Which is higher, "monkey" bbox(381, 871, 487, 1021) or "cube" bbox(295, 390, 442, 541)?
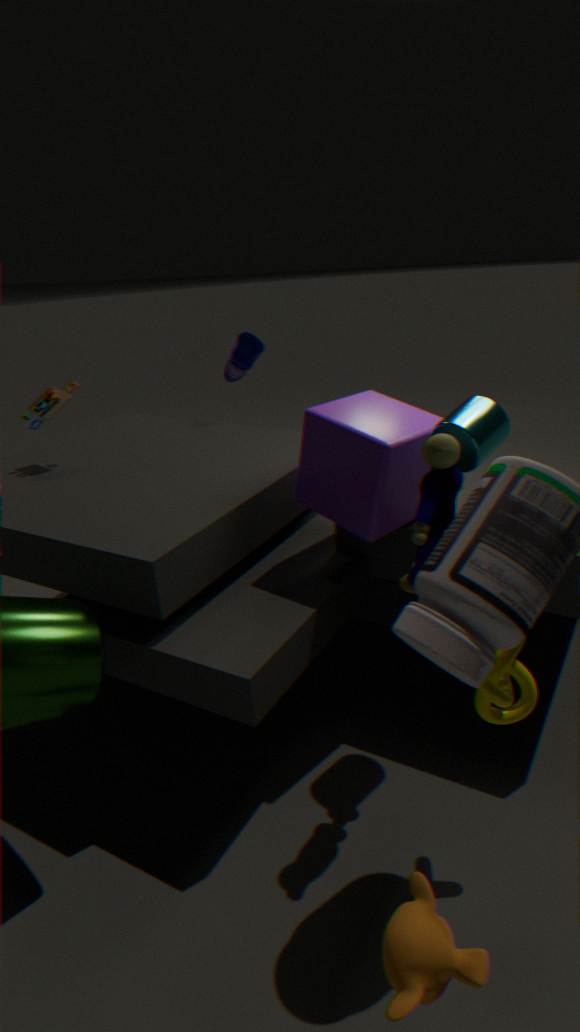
"cube" bbox(295, 390, 442, 541)
